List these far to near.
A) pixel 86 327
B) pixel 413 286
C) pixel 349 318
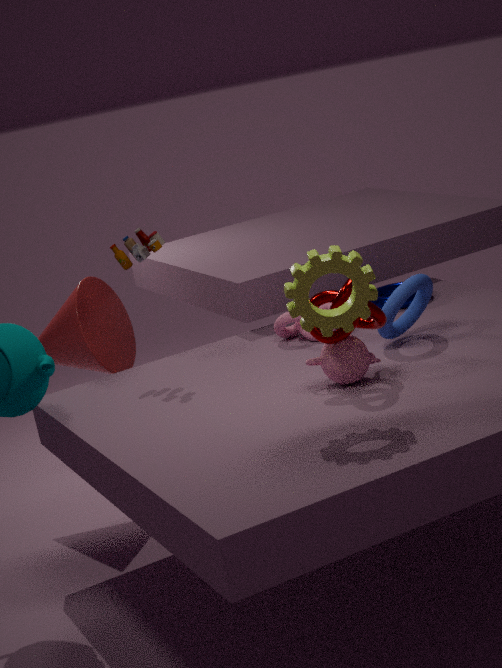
pixel 86 327, pixel 413 286, pixel 349 318
